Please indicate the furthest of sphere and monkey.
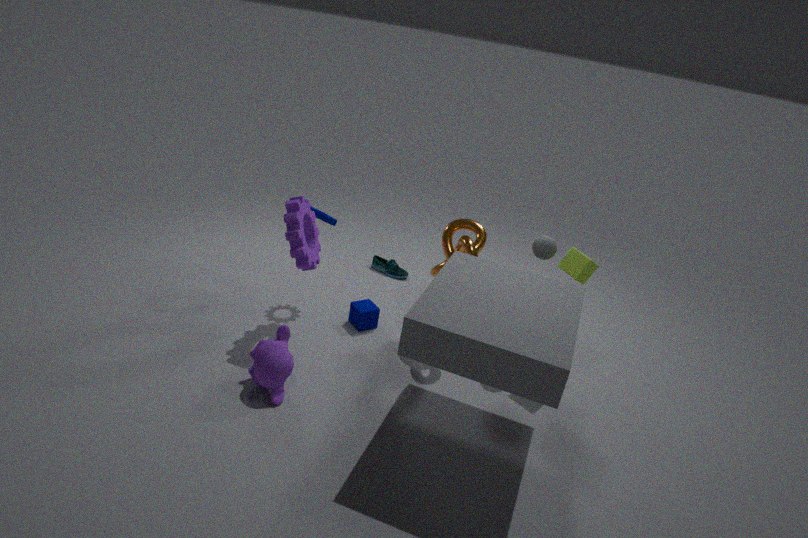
sphere
